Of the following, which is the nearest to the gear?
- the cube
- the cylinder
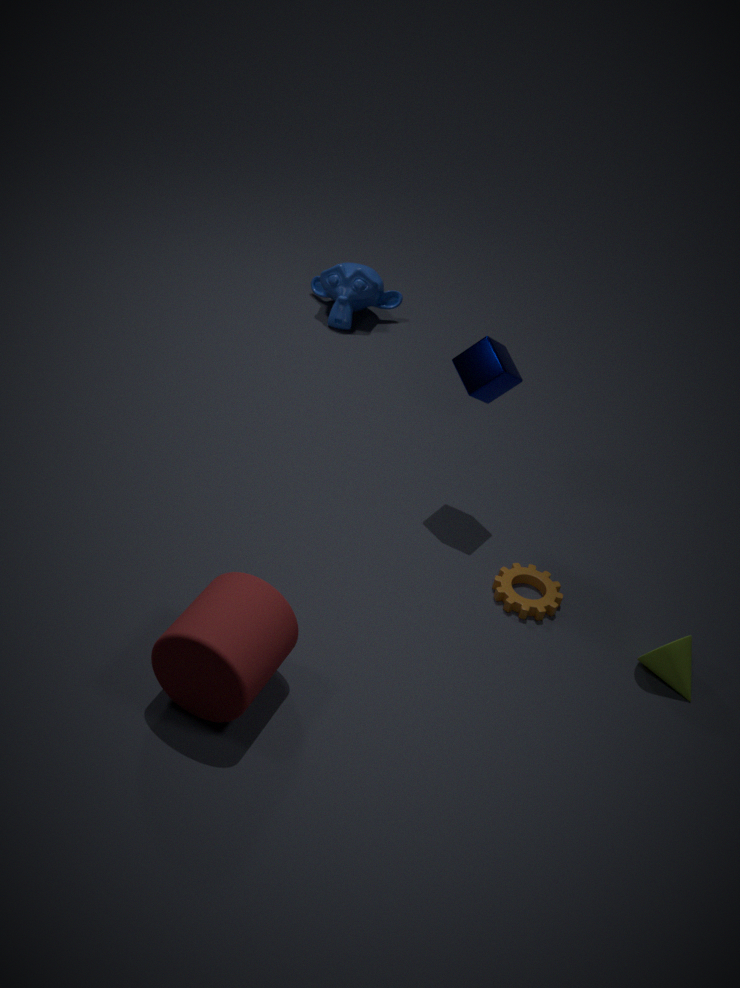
the cube
